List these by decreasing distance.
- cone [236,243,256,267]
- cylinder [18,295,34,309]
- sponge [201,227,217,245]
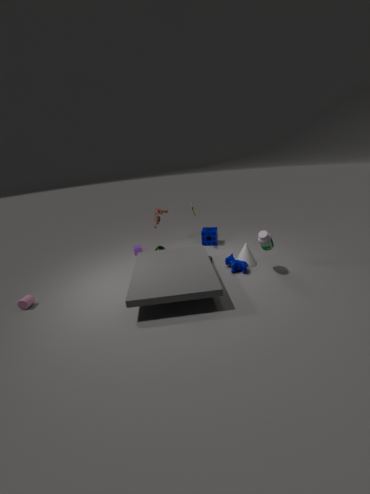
sponge [201,227,217,245] → cone [236,243,256,267] → cylinder [18,295,34,309]
